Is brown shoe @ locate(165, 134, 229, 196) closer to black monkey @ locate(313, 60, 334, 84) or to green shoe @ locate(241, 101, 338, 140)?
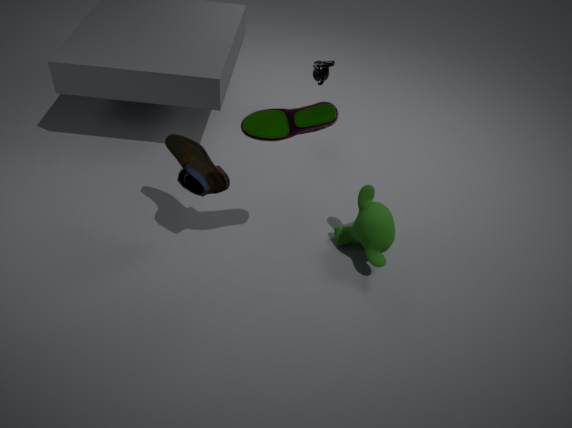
green shoe @ locate(241, 101, 338, 140)
